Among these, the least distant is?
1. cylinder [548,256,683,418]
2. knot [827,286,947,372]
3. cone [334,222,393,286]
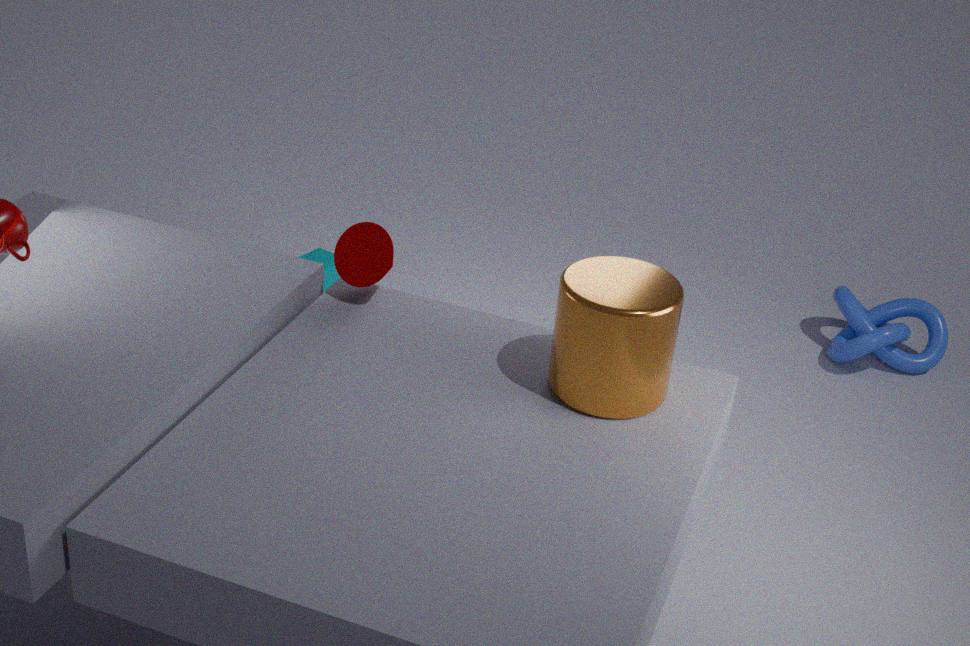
cylinder [548,256,683,418]
